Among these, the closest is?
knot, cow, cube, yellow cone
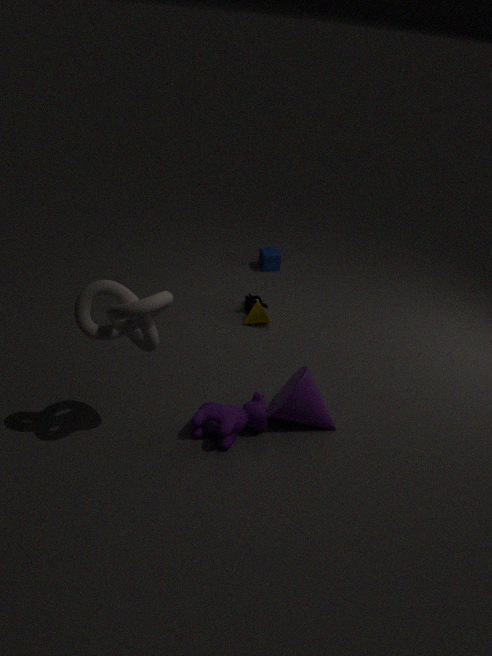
knot
